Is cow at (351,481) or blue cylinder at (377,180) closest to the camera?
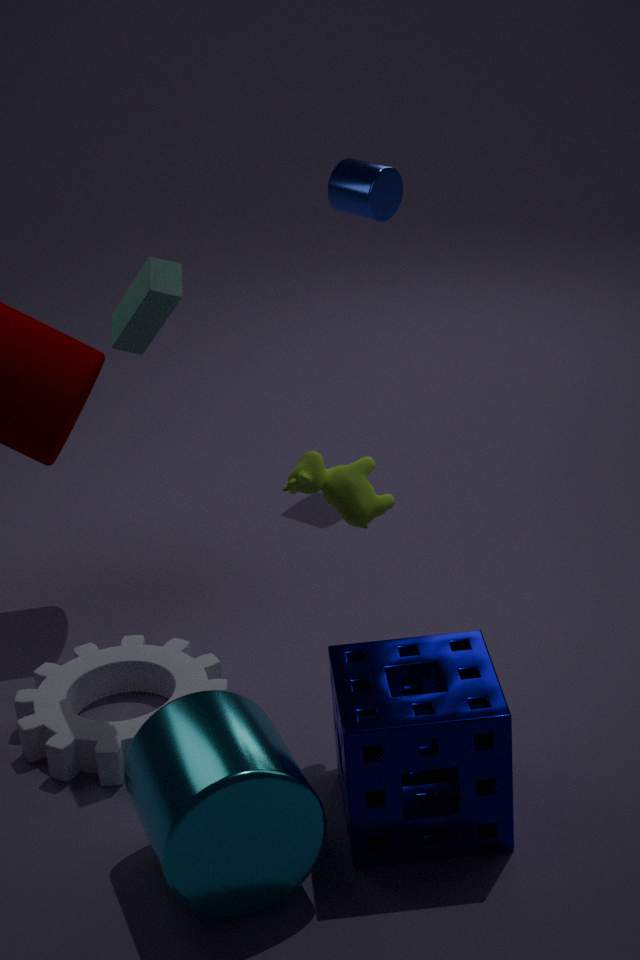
cow at (351,481)
